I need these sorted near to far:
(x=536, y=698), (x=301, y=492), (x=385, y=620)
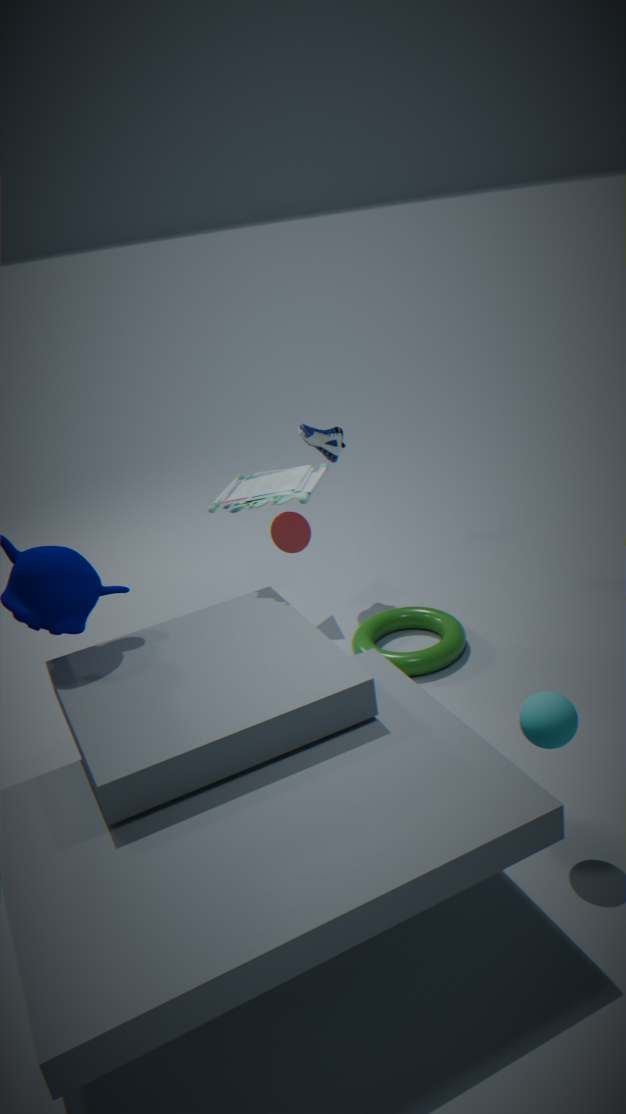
(x=536, y=698)
(x=301, y=492)
(x=385, y=620)
